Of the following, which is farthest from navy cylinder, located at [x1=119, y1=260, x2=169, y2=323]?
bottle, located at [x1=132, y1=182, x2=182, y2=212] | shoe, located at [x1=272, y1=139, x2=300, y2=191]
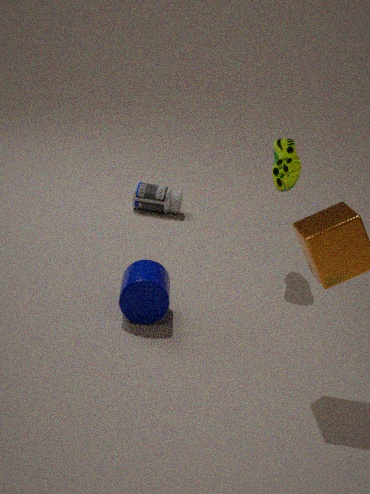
bottle, located at [x1=132, y1=182, x2=182, y2=212]
